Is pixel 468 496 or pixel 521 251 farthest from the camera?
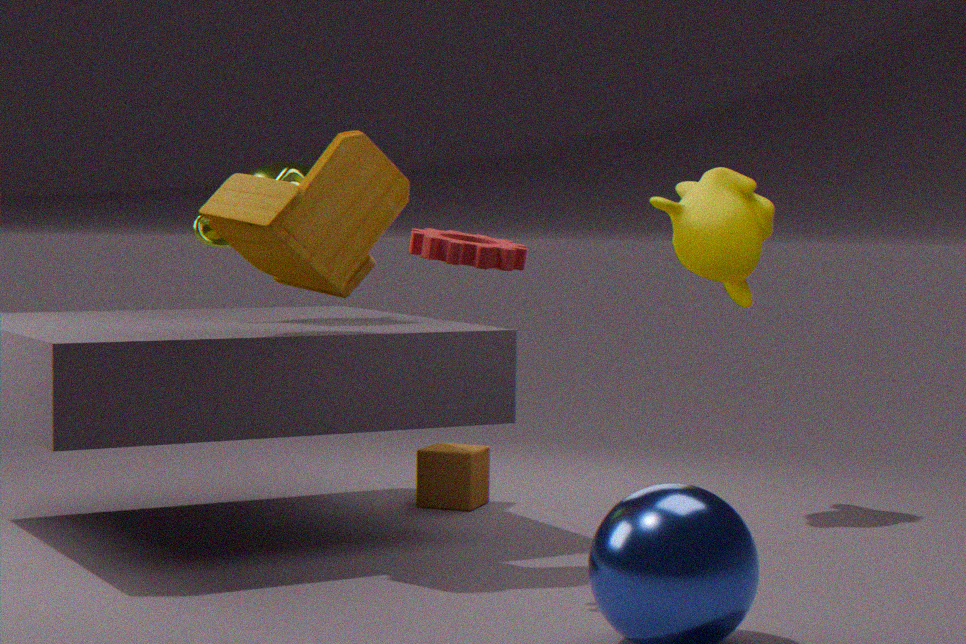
pixel 468 496
